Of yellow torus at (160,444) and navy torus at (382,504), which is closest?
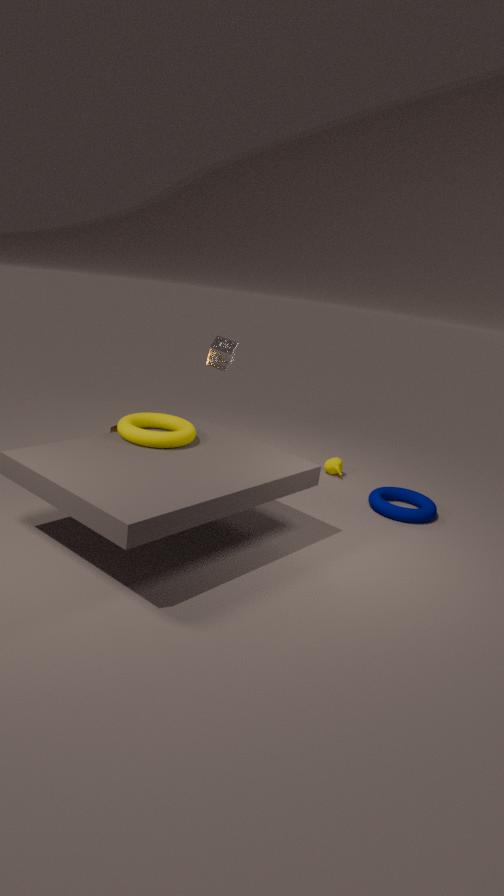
yellow torus at (160,444)
